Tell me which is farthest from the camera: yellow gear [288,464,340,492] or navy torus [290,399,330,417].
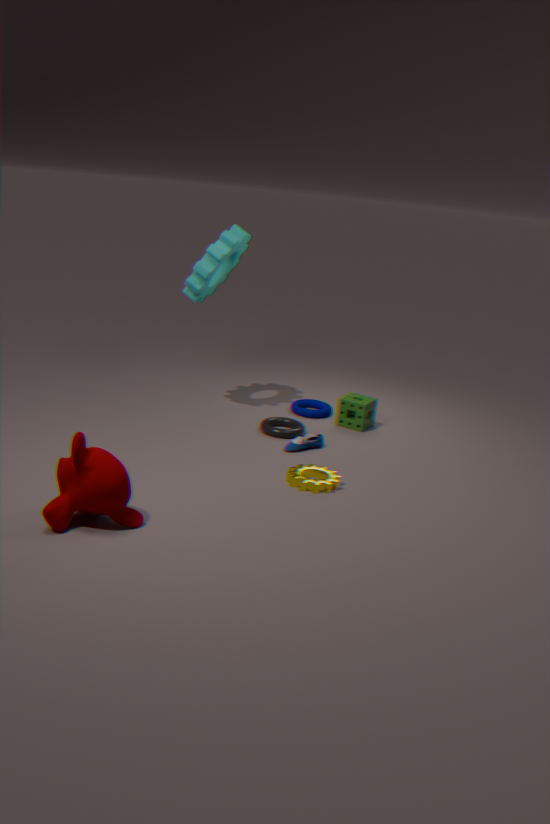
navy torus [290,399,330,417]
